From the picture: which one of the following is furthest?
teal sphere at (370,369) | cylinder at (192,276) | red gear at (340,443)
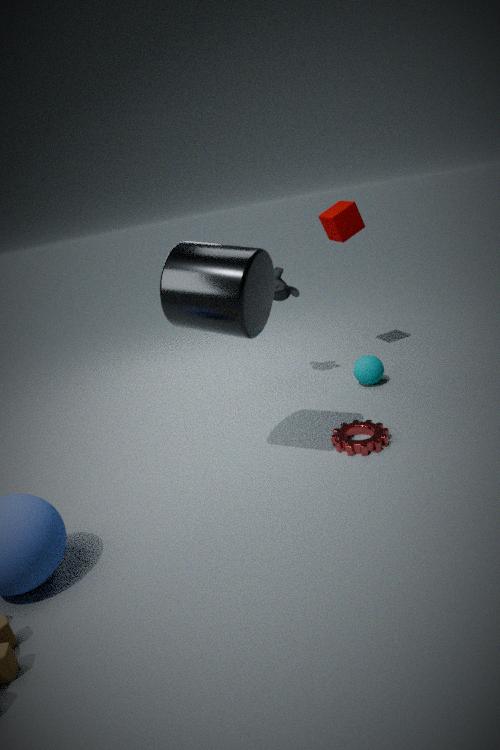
teal sphere at (370,369)
